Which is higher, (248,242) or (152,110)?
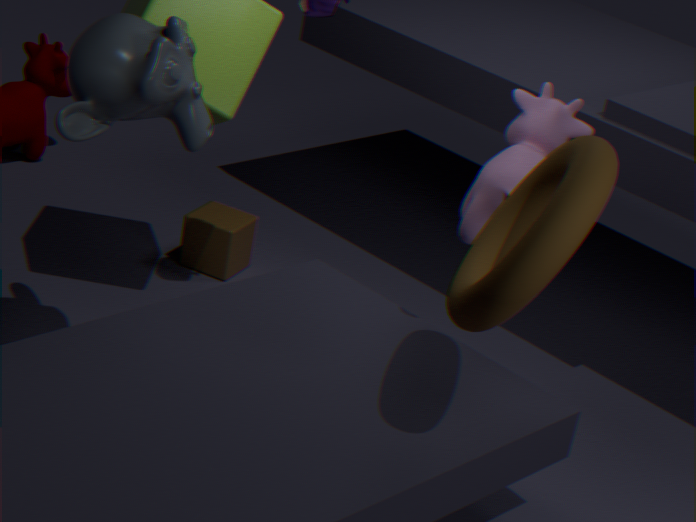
(152,110)
